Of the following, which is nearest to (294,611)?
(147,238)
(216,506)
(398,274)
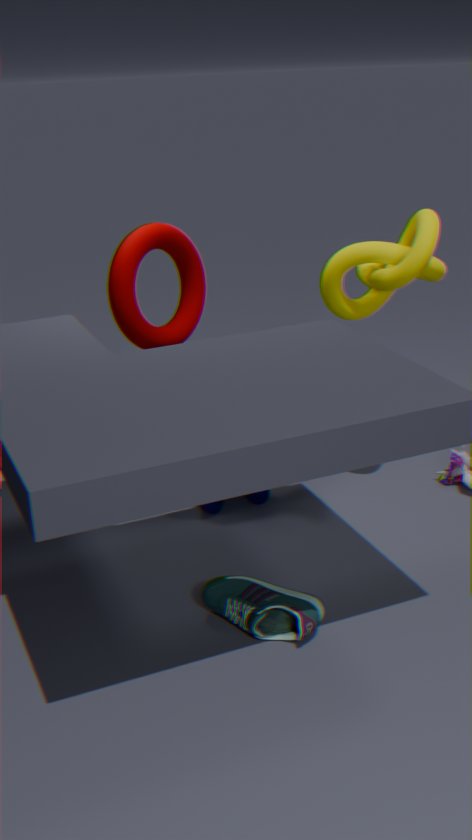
(216,506)
